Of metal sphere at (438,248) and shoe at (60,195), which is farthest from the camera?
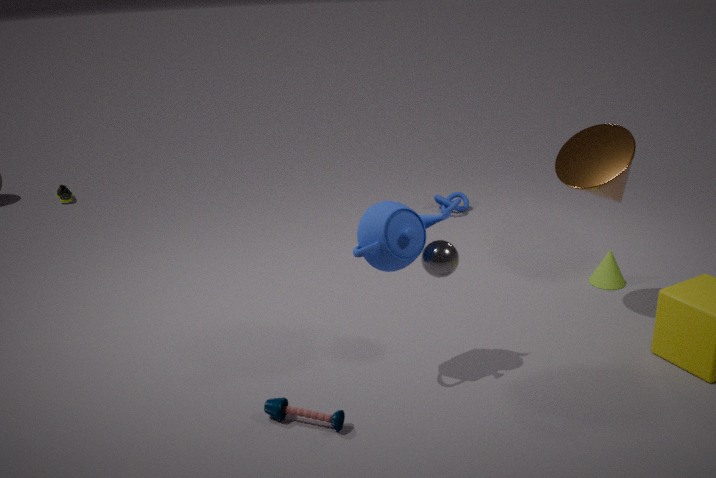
shoe at (60,195)
